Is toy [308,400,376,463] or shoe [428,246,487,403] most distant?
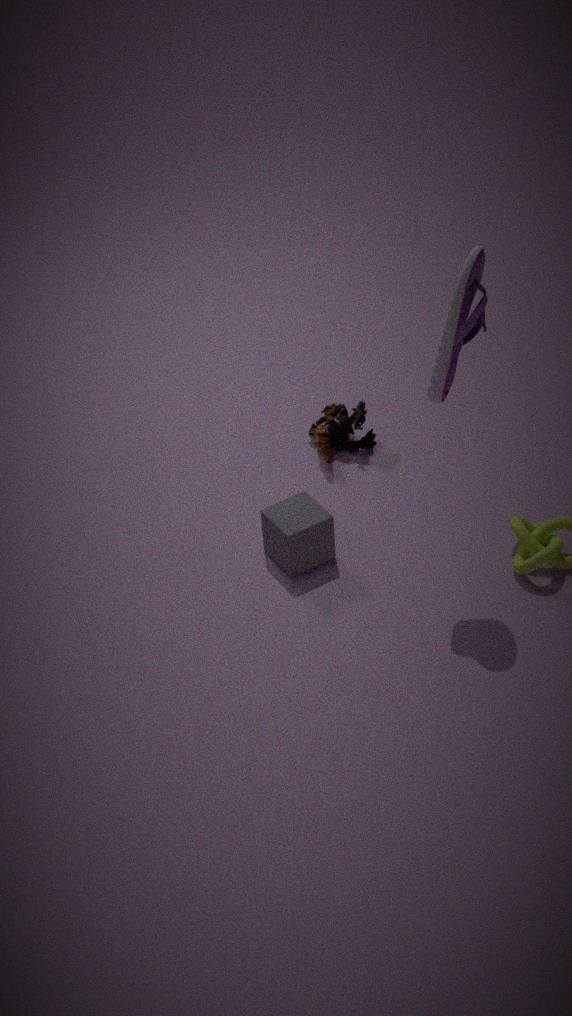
toy [308,400,376,463]
